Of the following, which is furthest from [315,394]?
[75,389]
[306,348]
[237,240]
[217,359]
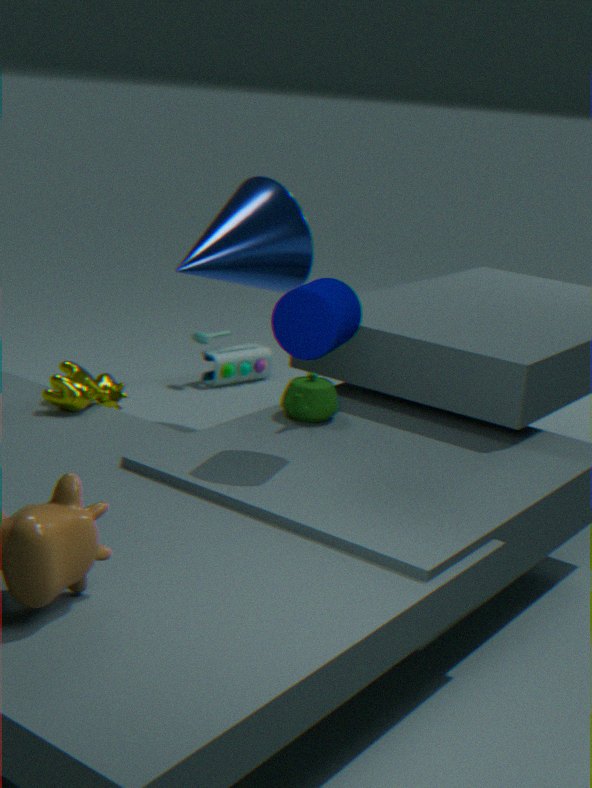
[217,359]
